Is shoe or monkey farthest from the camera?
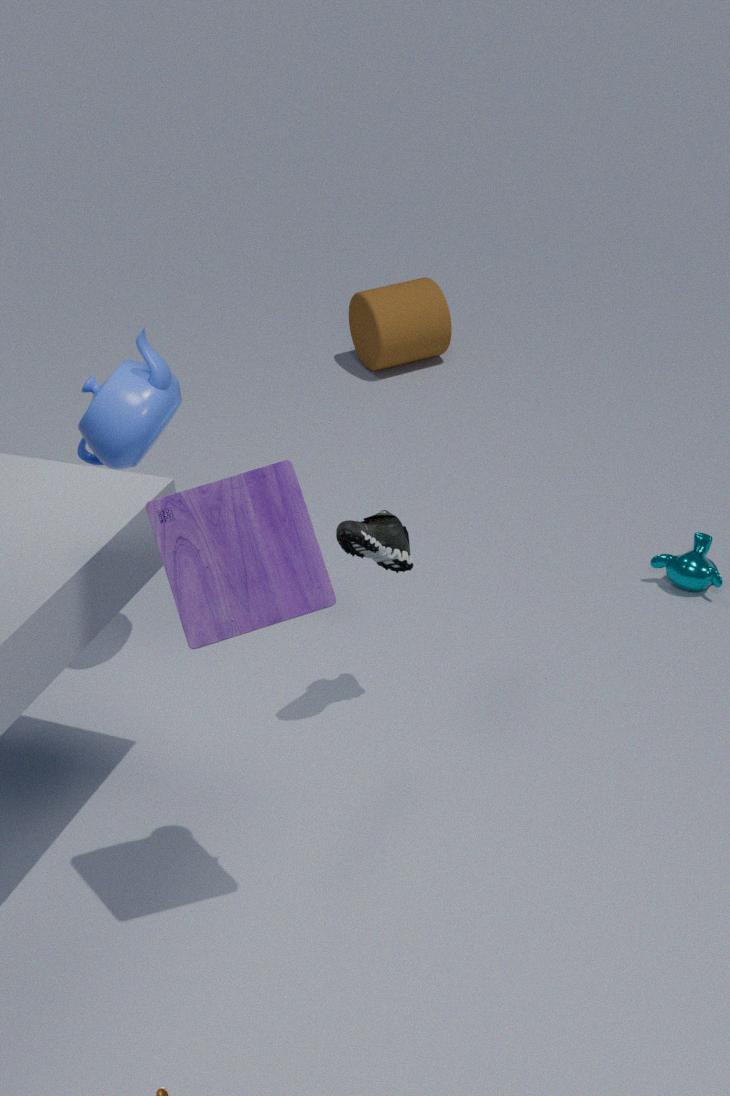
monkey
